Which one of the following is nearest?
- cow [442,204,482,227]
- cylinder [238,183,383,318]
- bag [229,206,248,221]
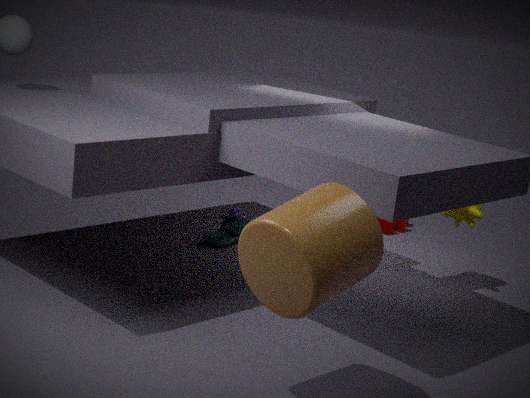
cylinder [238,183,383,318]
